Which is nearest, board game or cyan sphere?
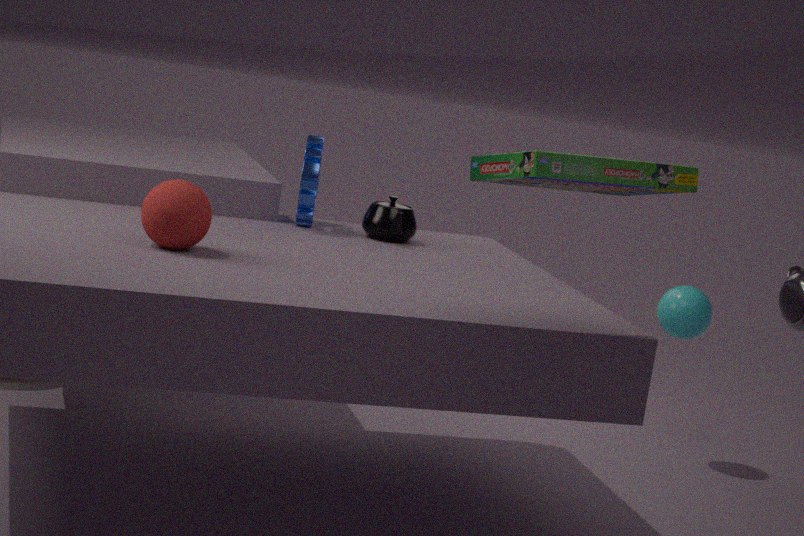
board game
